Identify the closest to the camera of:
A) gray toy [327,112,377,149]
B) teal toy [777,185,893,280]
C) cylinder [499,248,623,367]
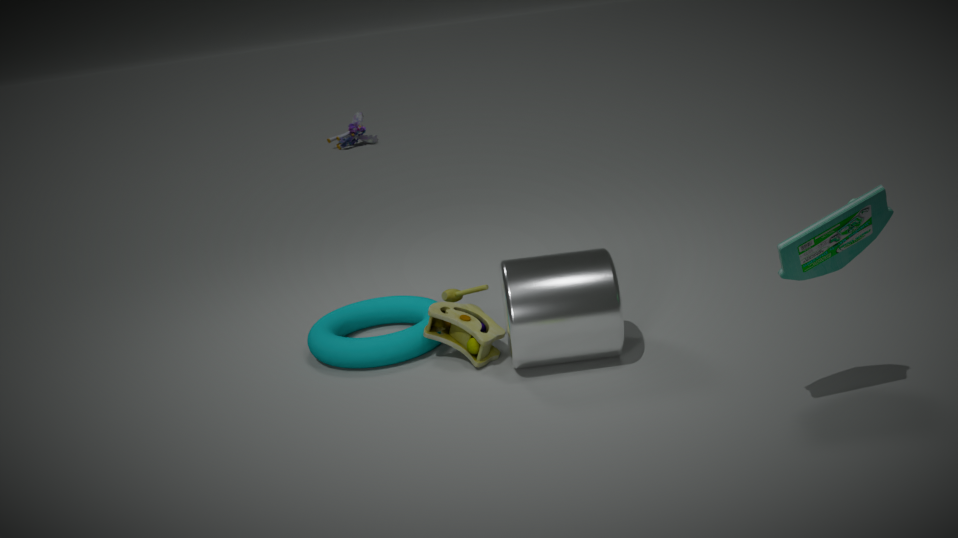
teal toy [777,185,893,280]
